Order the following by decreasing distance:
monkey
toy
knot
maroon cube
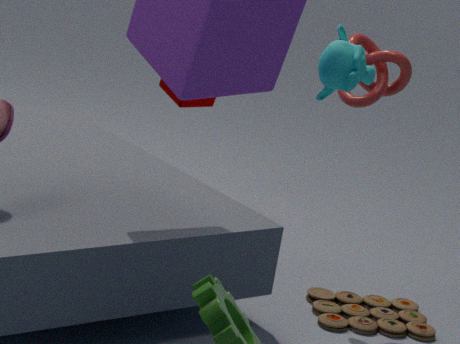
1. maroon cube
2. knot
3. toy
4. monkey
